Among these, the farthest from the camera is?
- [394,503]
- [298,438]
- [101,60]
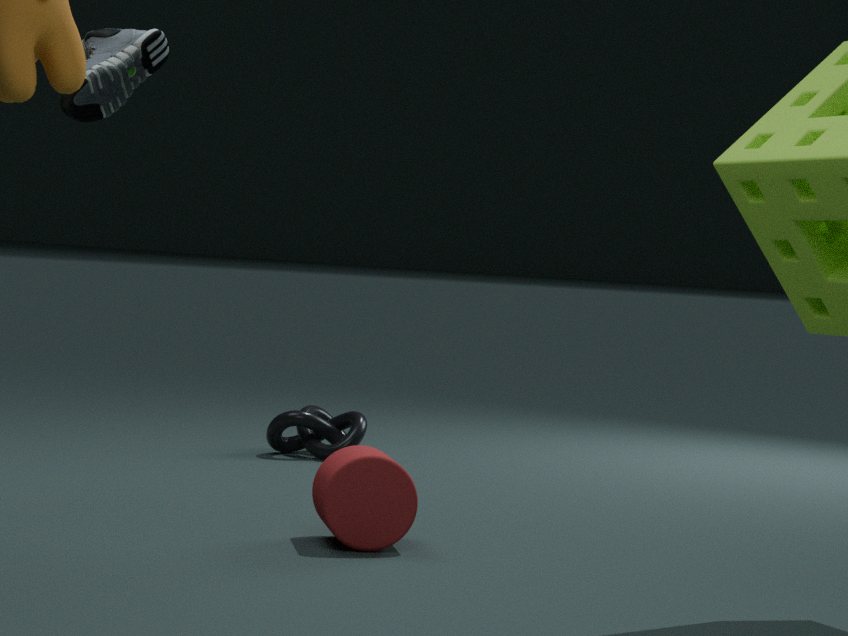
[298,438]
